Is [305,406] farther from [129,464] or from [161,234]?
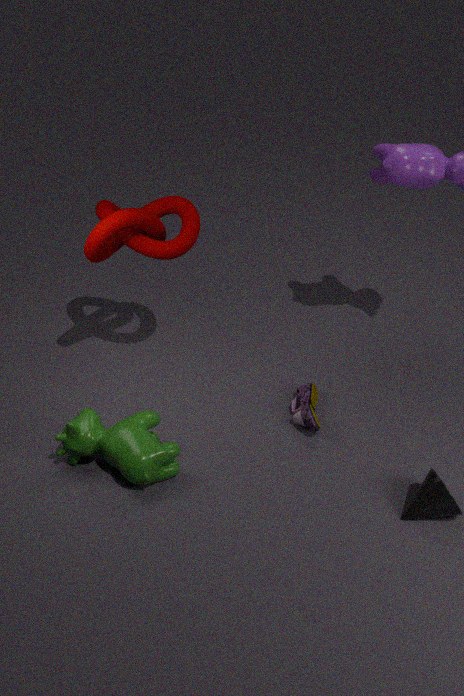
[161,234]
